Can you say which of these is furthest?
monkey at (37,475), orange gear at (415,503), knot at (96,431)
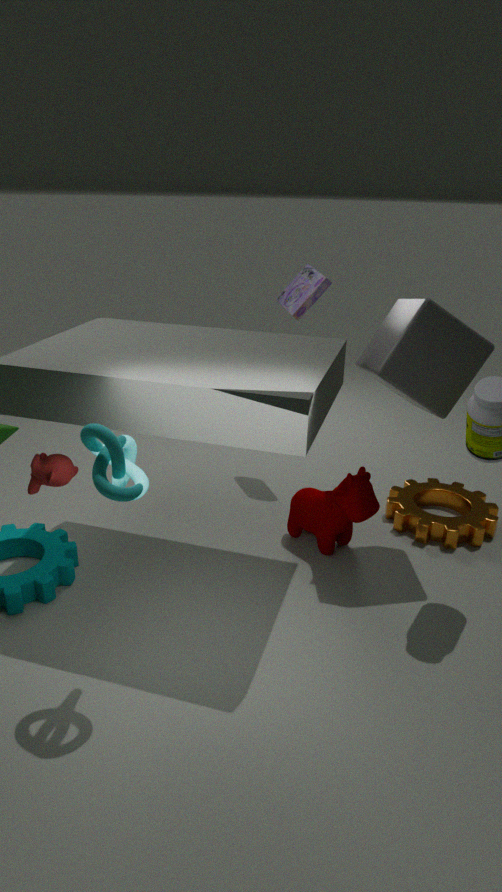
orange gear at (415,503)
